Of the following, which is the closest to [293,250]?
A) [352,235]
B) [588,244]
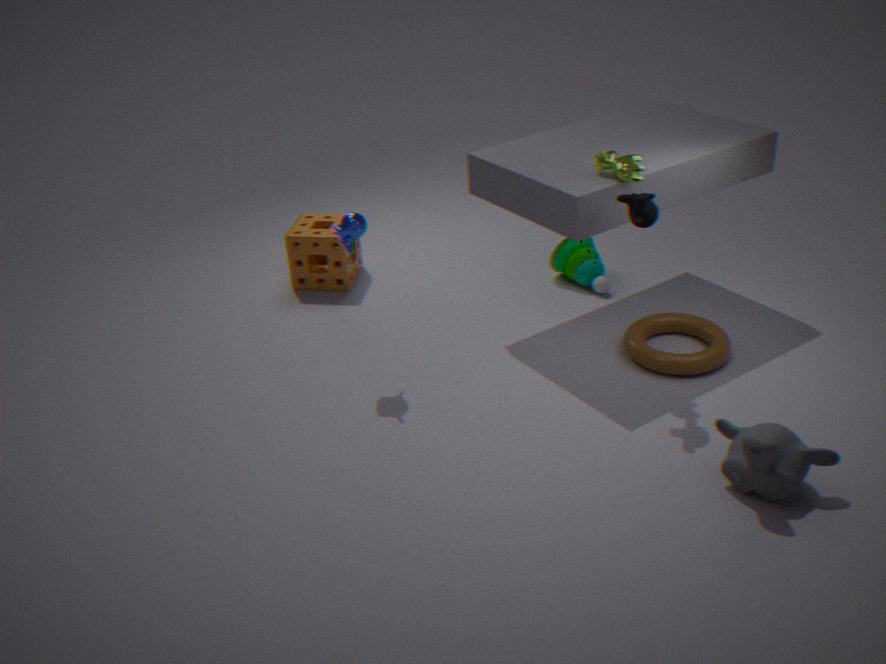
[352,235]
